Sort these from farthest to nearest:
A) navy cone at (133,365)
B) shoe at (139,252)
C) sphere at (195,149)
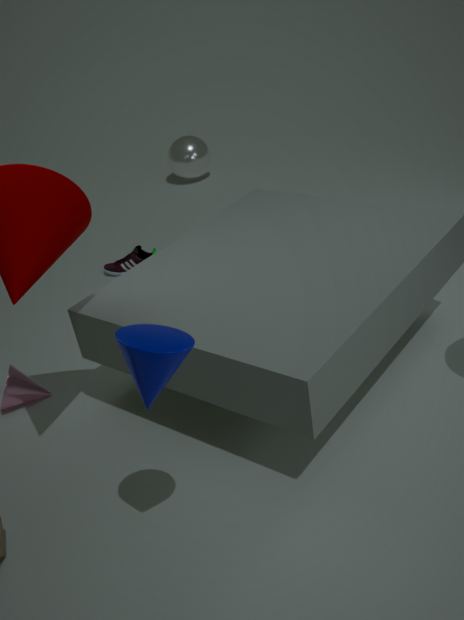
1. sphere at (195,149)
2. shoe at (139,252)
3. navy cone at (133,365)
